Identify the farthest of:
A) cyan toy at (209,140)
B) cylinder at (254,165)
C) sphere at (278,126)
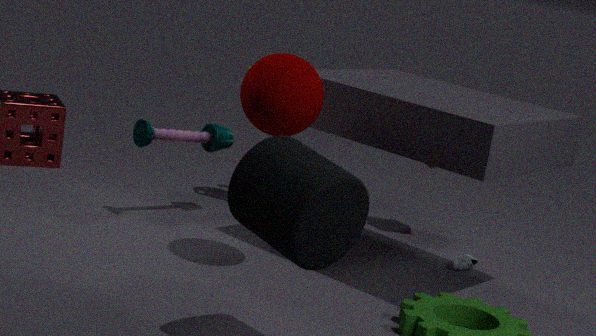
cyan toy at (209,140)
